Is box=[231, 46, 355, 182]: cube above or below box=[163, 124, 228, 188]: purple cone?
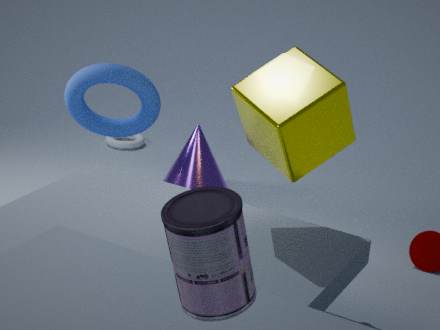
above
